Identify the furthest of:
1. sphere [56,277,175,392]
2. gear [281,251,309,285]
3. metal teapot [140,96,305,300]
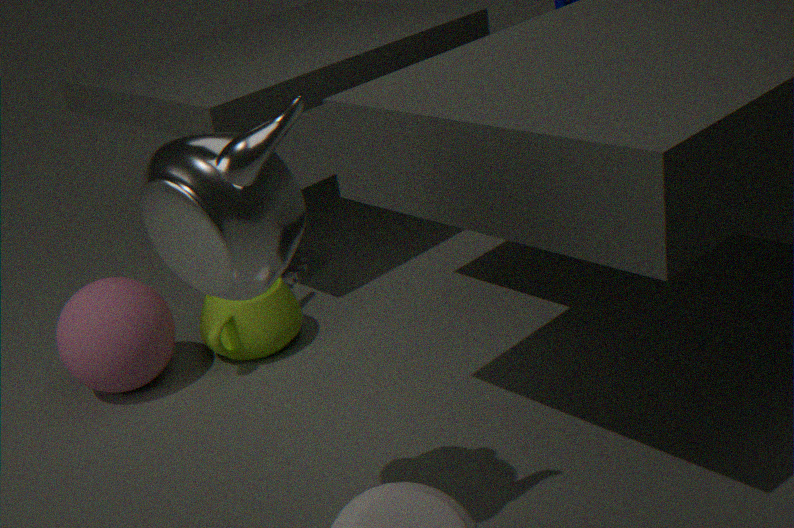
gear [281,251,309,285]
